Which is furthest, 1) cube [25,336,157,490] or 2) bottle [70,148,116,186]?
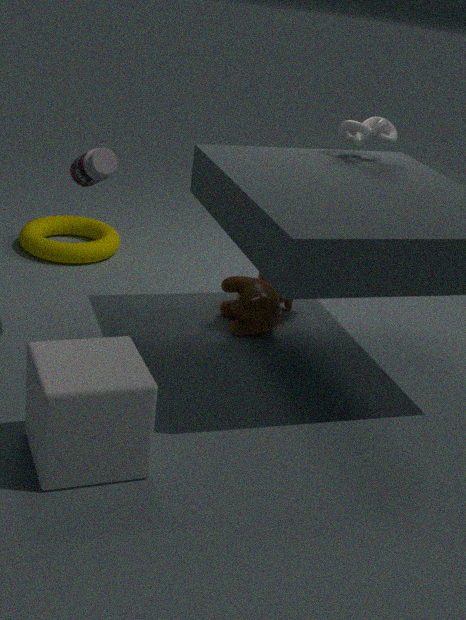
2. bottle [70,148,116,186]
